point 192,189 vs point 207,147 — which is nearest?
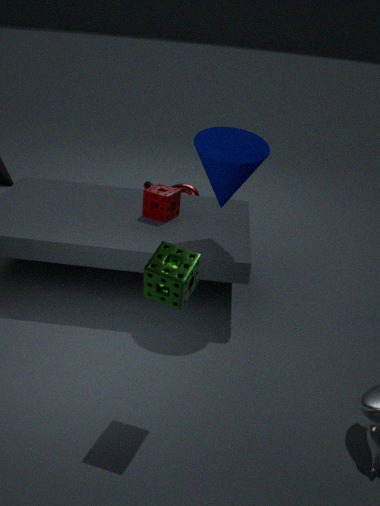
point 207,147
